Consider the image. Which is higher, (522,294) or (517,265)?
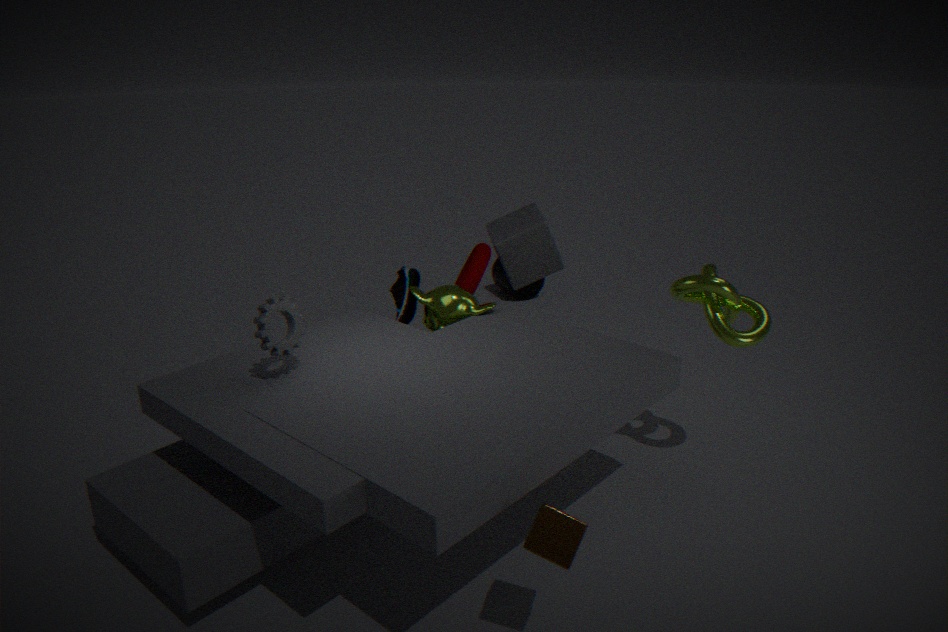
(517,265)
